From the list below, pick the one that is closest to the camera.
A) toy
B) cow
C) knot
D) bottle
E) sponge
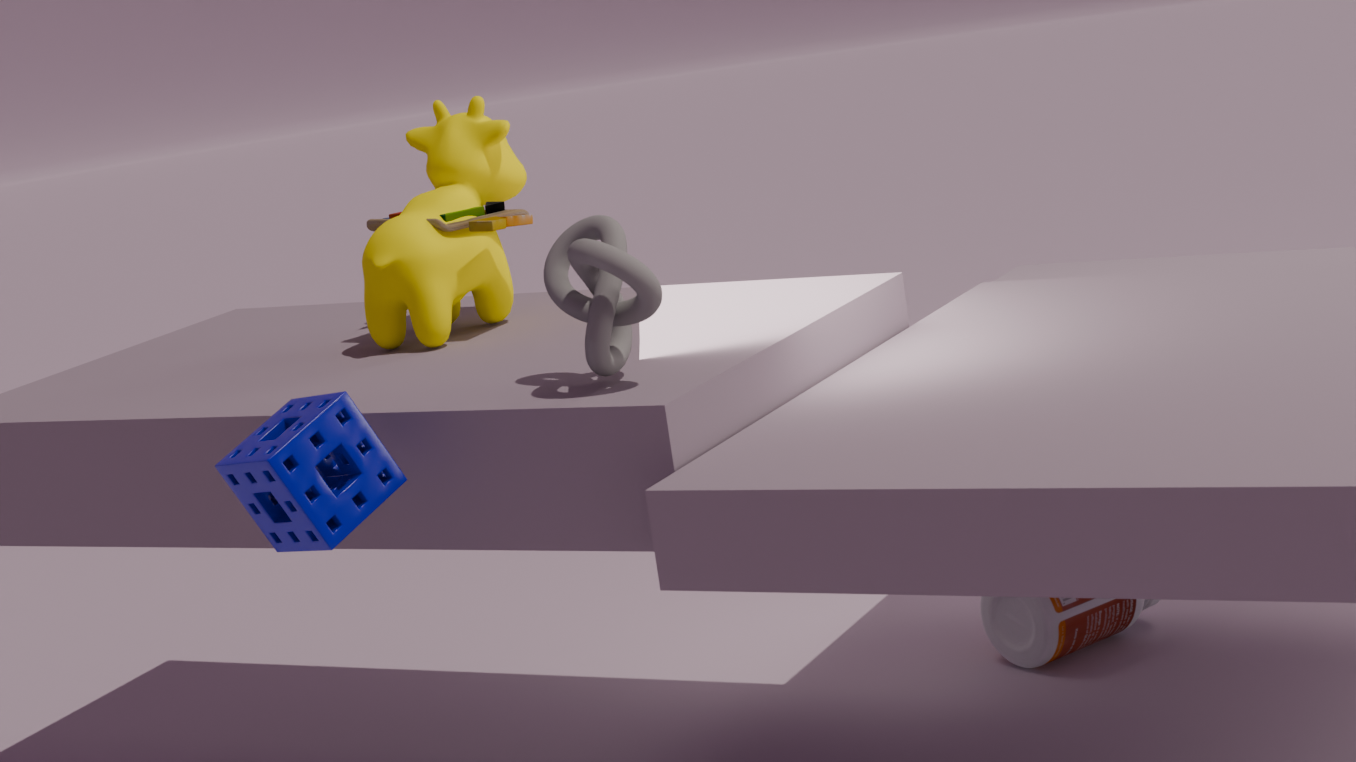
sponge
